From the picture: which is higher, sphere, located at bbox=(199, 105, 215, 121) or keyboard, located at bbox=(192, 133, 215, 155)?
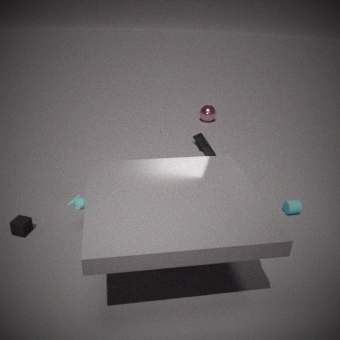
keyboard, located at bbox=(192, 133, 215, 155)
